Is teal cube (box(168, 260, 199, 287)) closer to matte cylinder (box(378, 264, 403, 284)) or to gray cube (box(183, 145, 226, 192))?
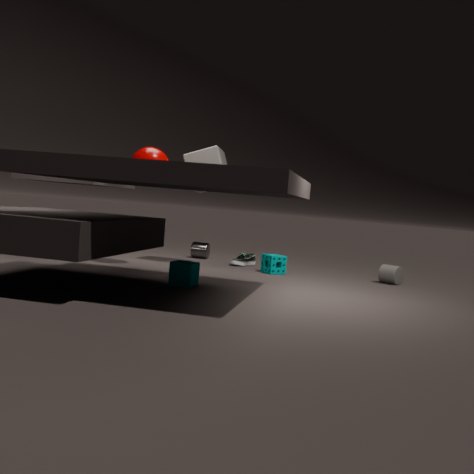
gray cube (box(183, 145, 226, 192))
